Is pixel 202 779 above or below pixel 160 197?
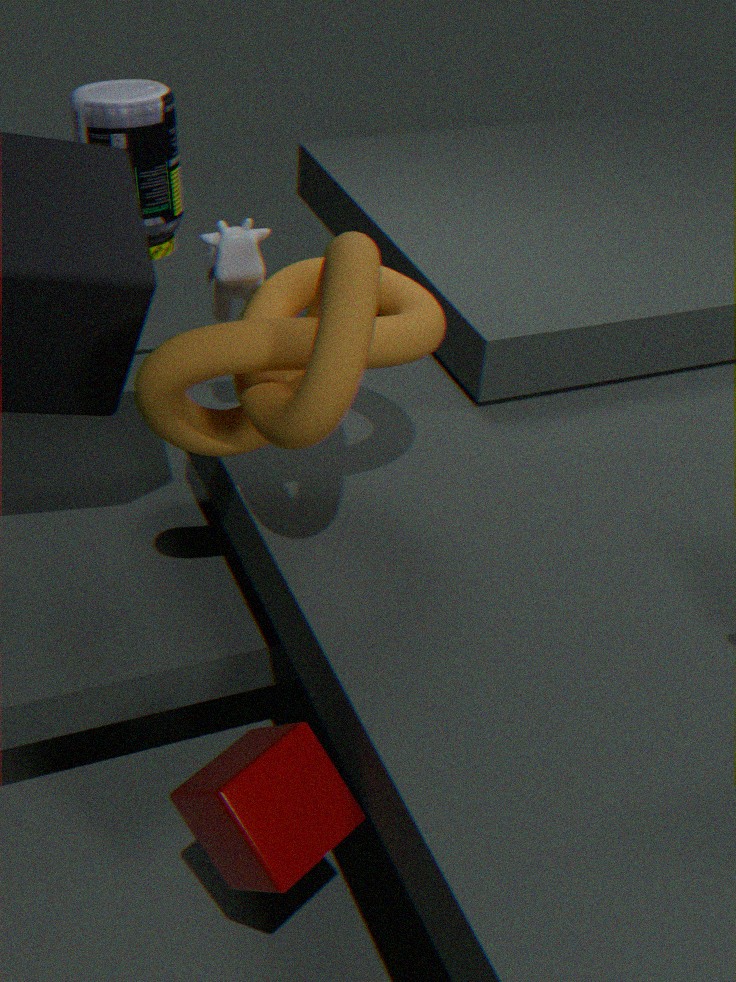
below
